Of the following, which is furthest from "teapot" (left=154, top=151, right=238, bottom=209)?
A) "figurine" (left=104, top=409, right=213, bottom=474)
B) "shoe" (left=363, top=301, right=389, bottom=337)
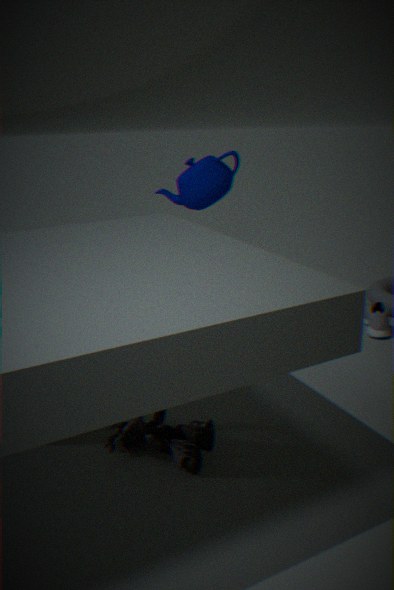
"figurine" (left=104, top=409, right=213, bottom=474)
